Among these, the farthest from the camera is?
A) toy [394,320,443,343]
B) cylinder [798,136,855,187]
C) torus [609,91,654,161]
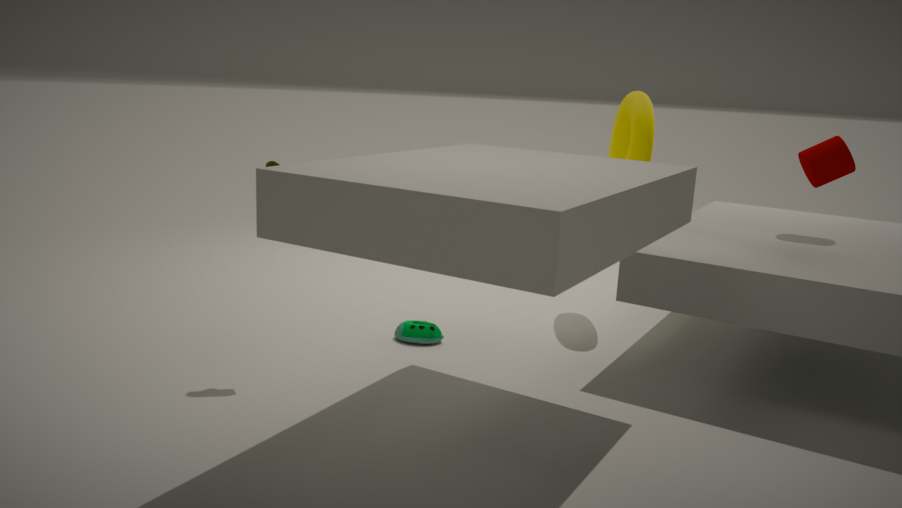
torus [609,91,654,161]
